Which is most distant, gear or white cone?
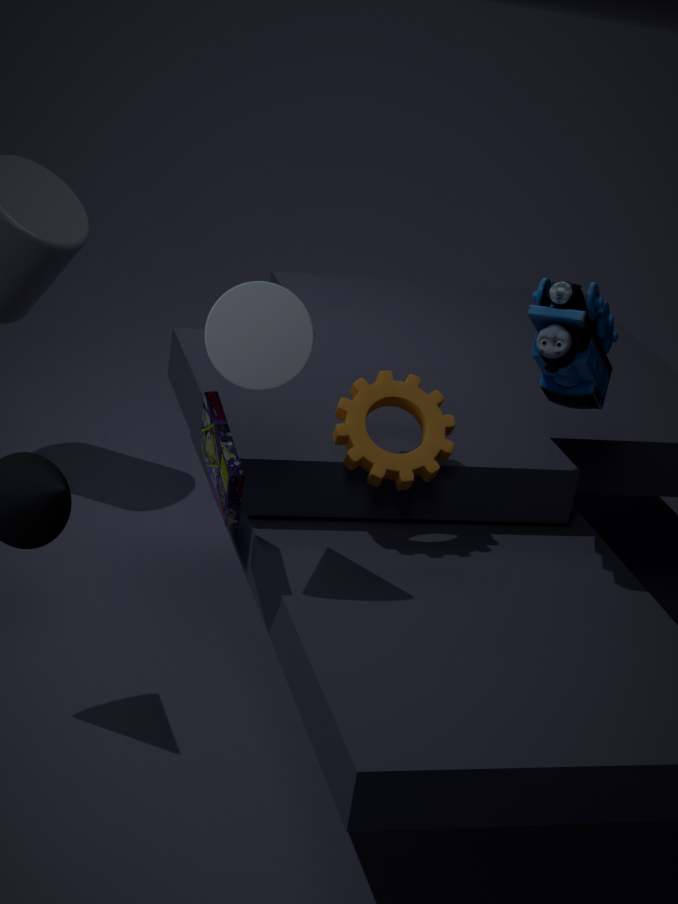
gear
